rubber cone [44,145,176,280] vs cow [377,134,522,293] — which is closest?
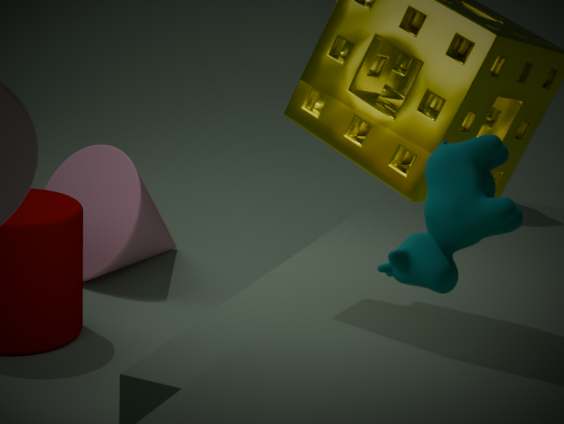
cow [377,134,522,293]
